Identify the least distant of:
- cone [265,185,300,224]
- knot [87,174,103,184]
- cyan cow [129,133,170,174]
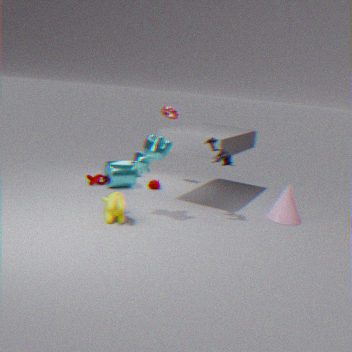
cyan cow [129,133,170,174]
